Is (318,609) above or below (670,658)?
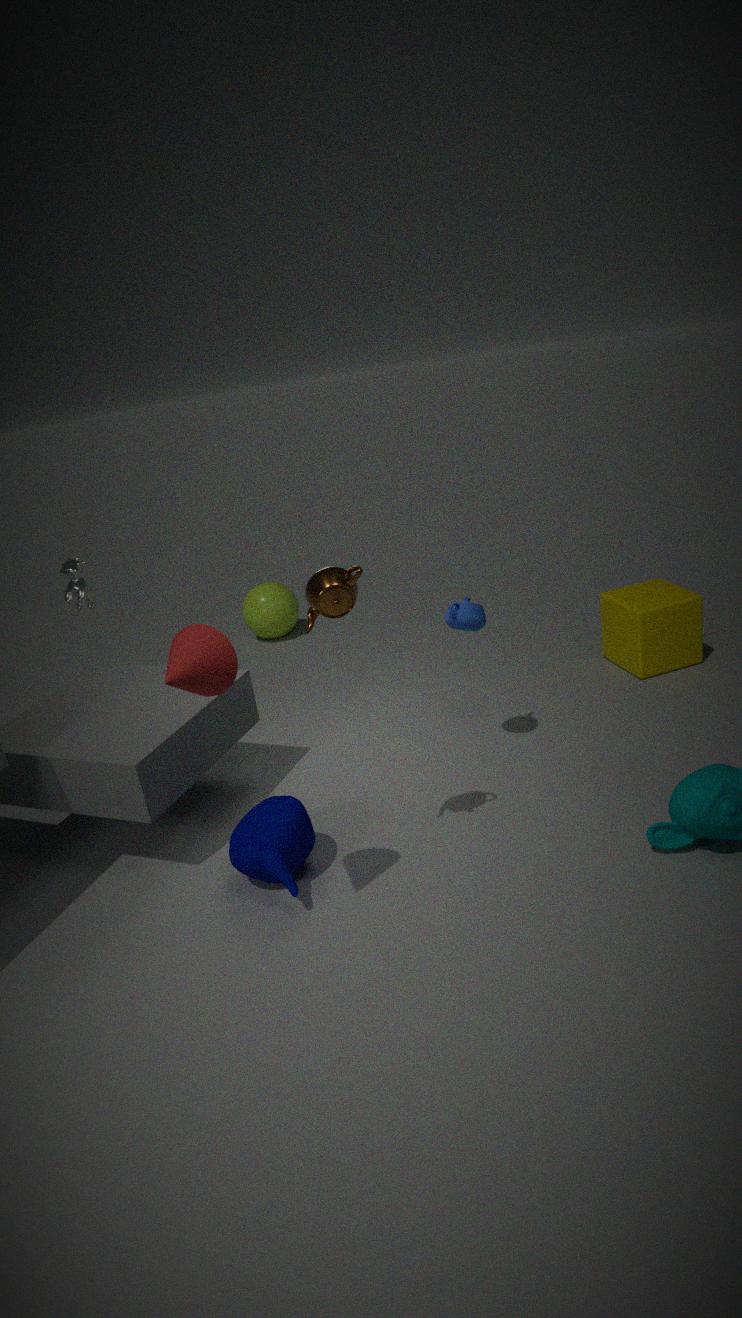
above
